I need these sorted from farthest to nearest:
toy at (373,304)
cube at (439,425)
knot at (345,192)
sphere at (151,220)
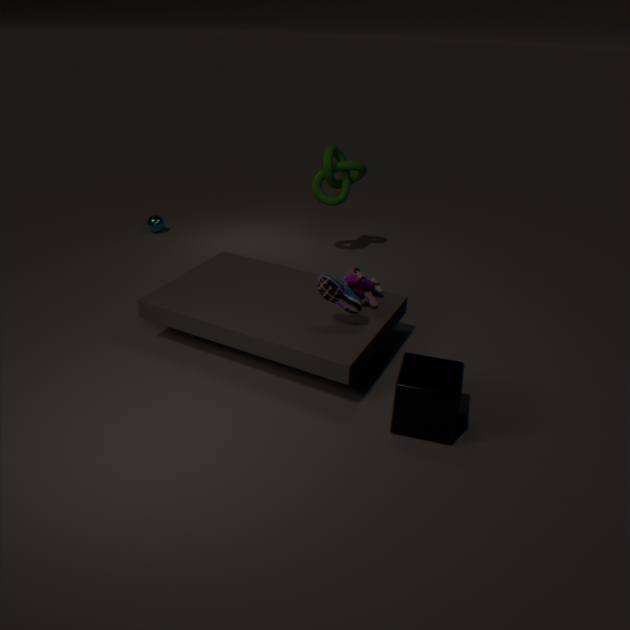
sphere at (151,220)
knot at (345,192)
toy at (373,304)
cube at (439,425)
